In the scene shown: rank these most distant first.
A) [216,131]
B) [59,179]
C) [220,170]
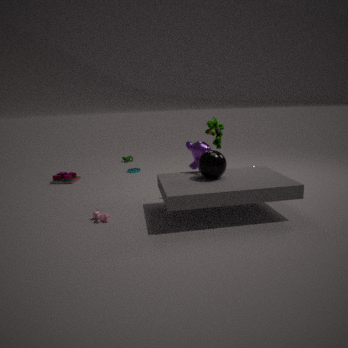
[59,179] → [216,131] → [220,170]
